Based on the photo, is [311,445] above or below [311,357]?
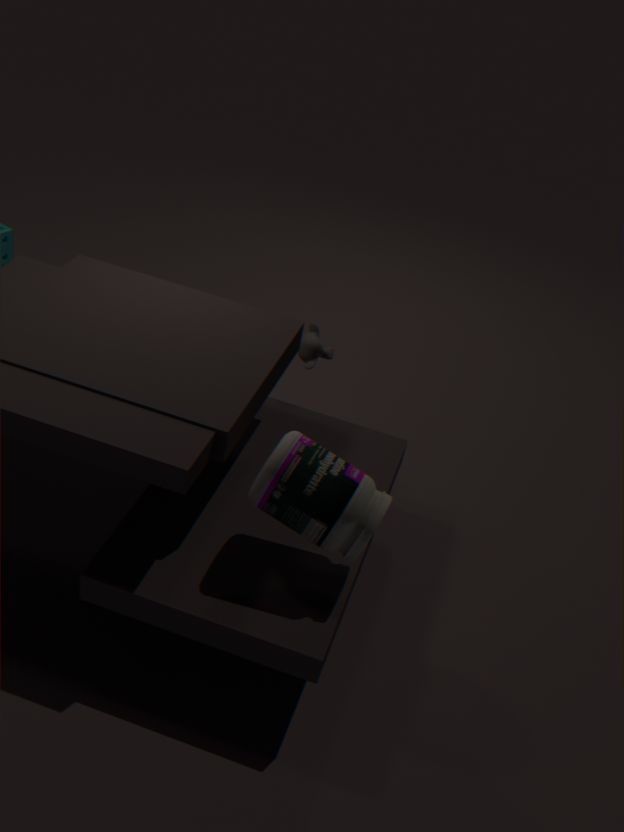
above
